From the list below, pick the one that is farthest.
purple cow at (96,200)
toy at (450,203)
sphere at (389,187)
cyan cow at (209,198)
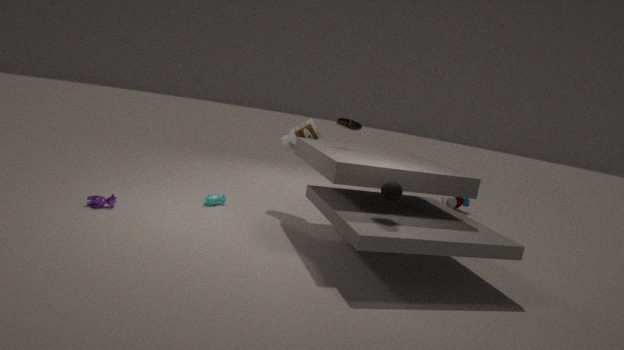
toy at (450,203)
